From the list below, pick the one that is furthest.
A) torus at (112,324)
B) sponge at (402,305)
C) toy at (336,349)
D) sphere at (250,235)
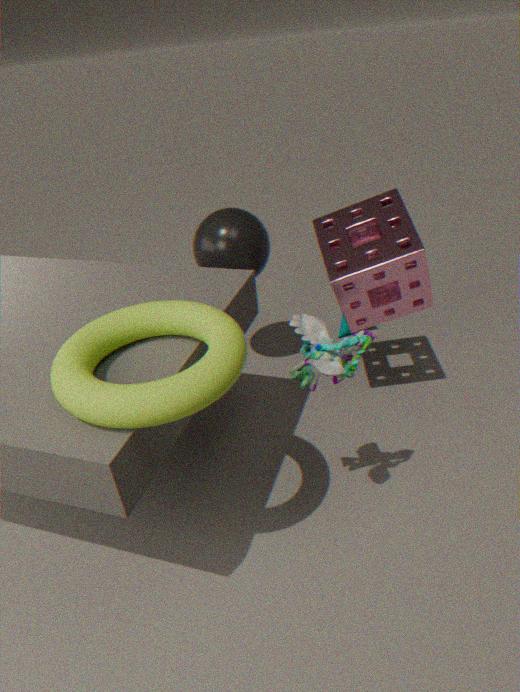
sphere at (250,235)
